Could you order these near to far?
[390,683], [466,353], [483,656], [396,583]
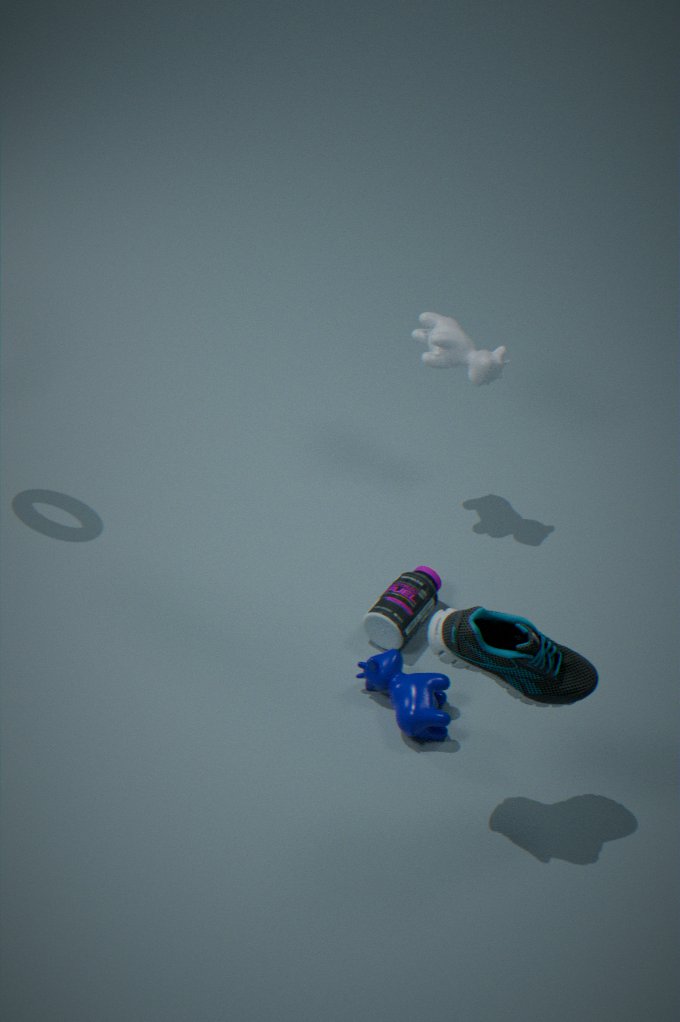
[483,656] < [390,683] < [396,583] < [466,353]
